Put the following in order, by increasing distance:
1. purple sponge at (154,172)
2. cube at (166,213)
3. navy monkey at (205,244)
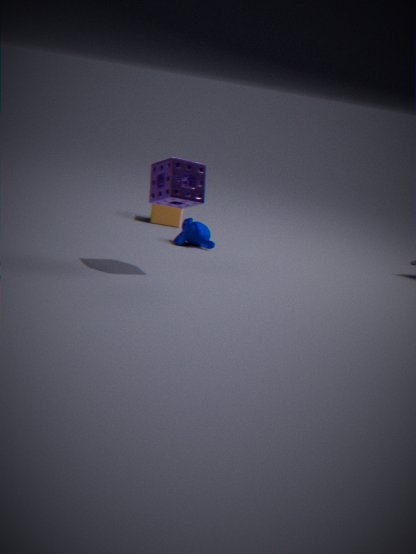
purple sponge at (154,172) → navy monkey at (205,244) → cube at (166,213)
